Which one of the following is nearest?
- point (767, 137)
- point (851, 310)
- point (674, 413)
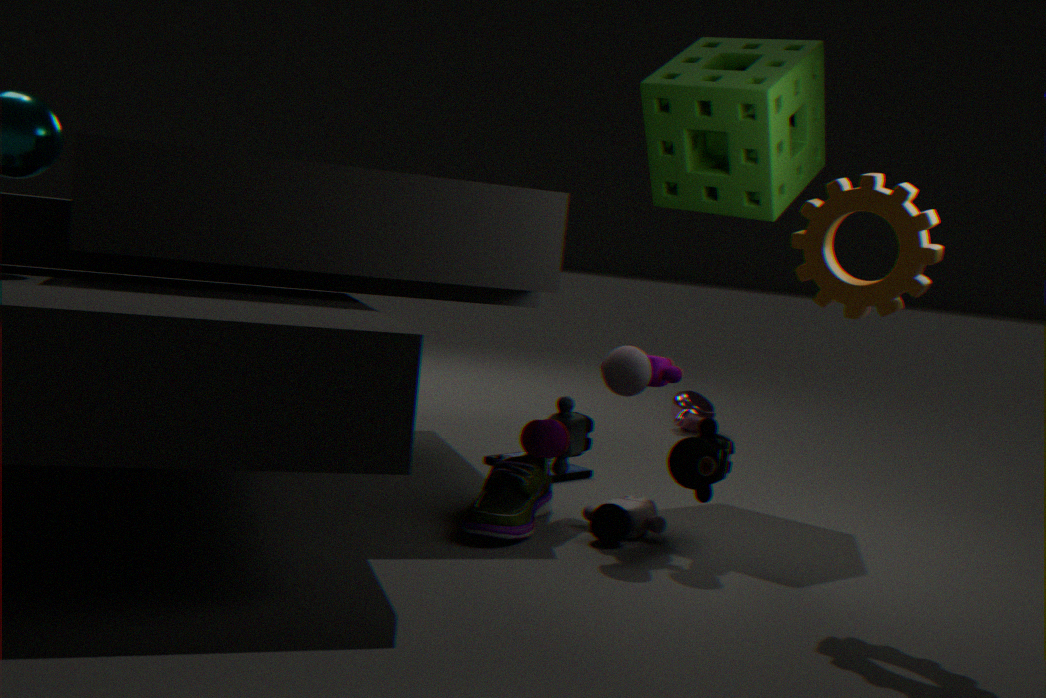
point (851, 310)
